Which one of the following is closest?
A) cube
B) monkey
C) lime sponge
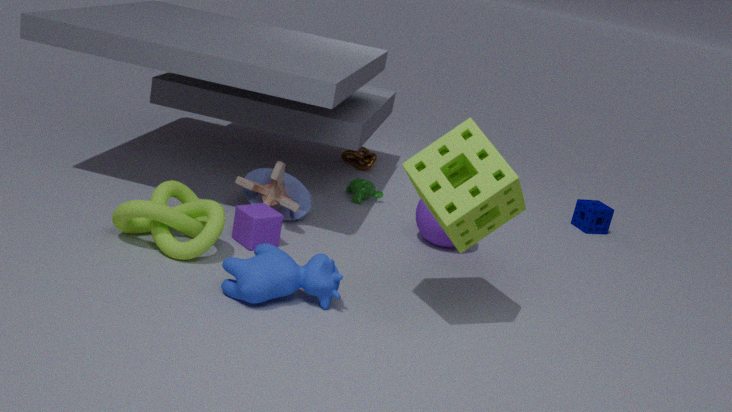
lime sponge
